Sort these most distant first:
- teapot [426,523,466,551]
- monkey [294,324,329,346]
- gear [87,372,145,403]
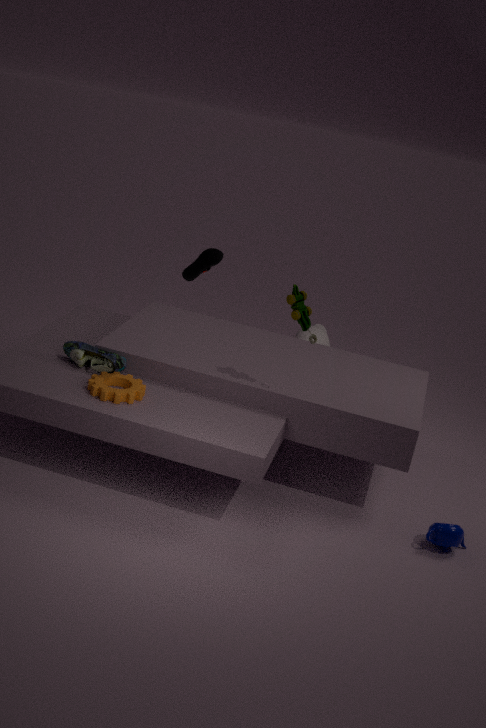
monkey [294,324,329,346], teapot [426,523,466,551], gear [87,372,145,403]
